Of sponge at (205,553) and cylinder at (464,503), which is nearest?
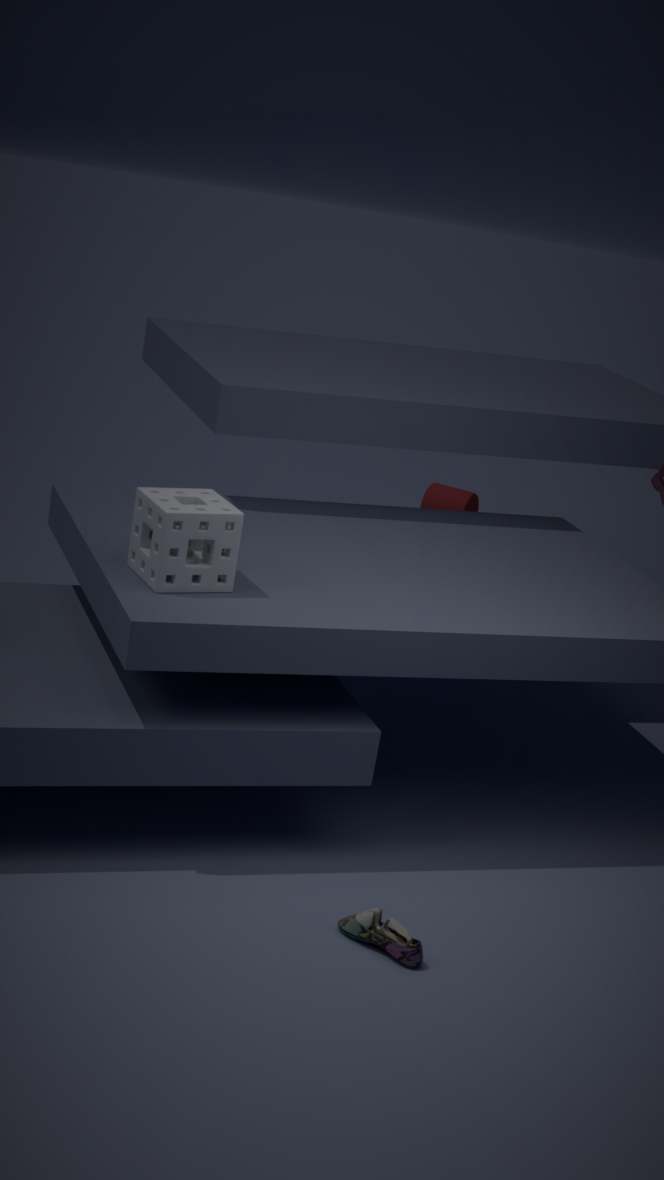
sponge at (205,553)
